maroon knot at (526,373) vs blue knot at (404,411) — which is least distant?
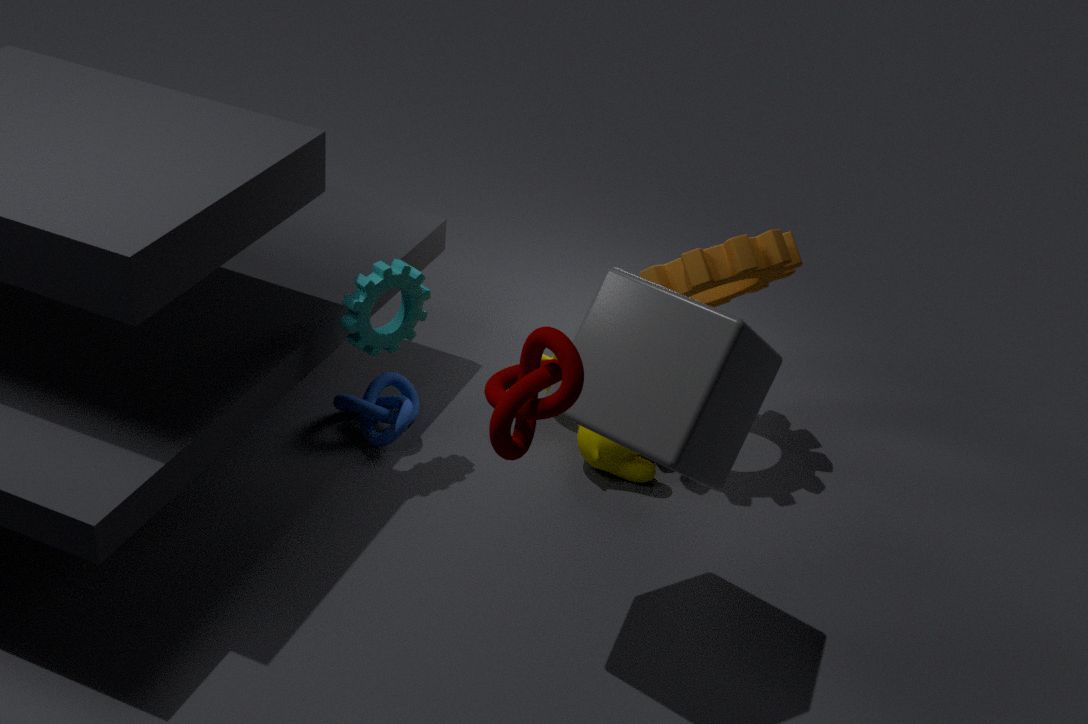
maroon knot at (526,373)
